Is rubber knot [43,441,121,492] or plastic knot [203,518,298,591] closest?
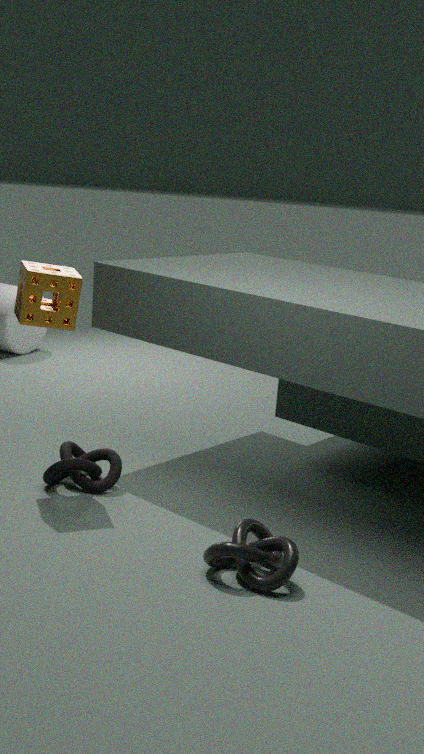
plastic knot [203,518,298,591]
